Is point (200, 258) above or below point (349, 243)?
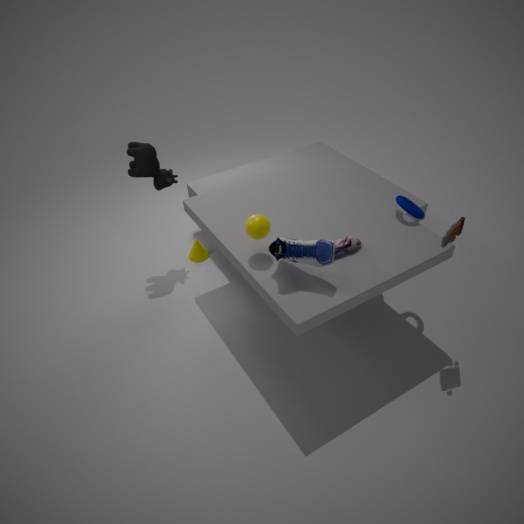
below
